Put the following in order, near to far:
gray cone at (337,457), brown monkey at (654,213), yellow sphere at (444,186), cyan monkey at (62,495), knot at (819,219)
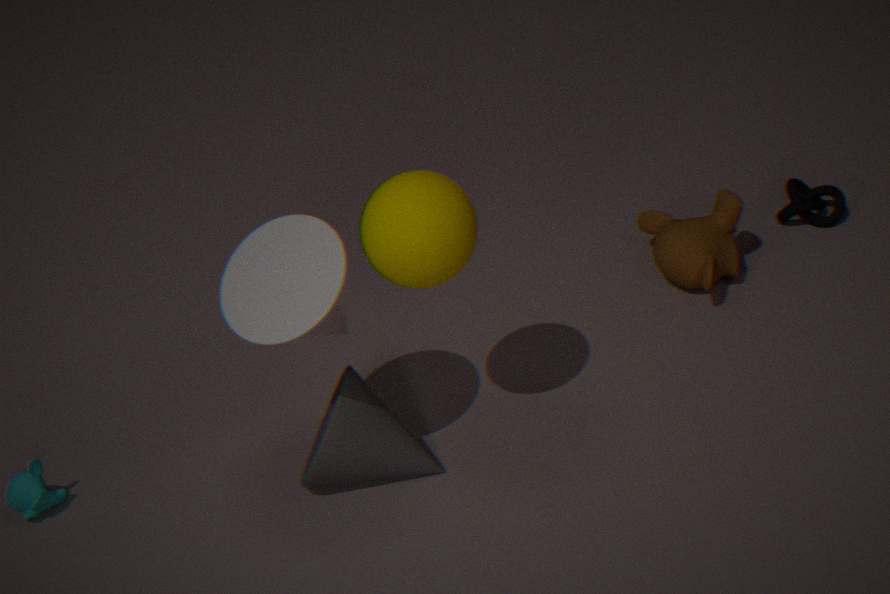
yellow sphere at (444,186), gray cone at (337,457), cyan monkey at (62,495), brown monkey at (654,213), knot at (819,219)
